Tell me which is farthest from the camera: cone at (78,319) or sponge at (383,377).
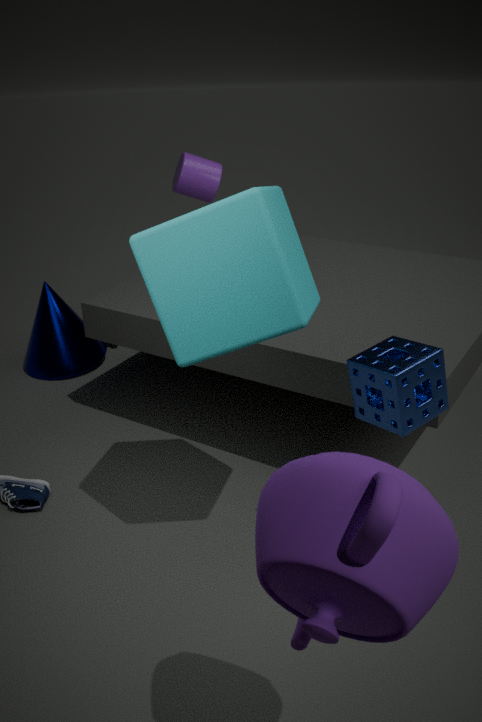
cone at (78,319)
